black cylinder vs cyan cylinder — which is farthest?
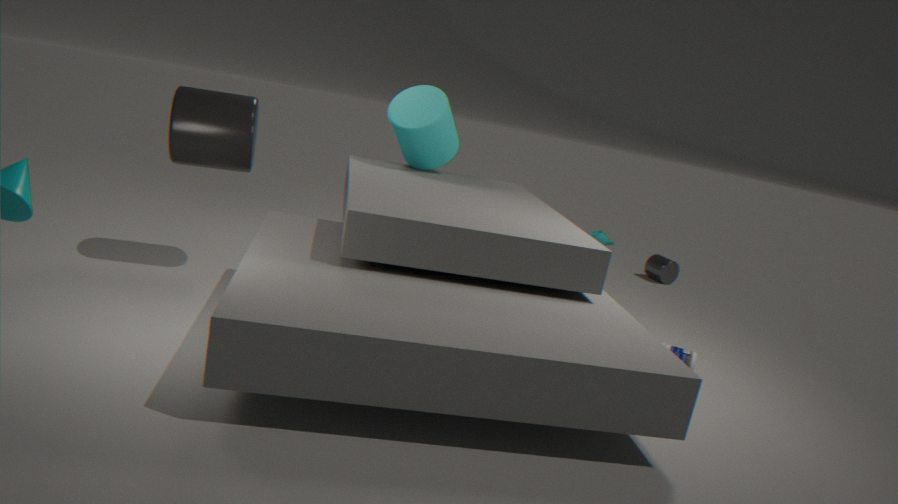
cyan cylinder
